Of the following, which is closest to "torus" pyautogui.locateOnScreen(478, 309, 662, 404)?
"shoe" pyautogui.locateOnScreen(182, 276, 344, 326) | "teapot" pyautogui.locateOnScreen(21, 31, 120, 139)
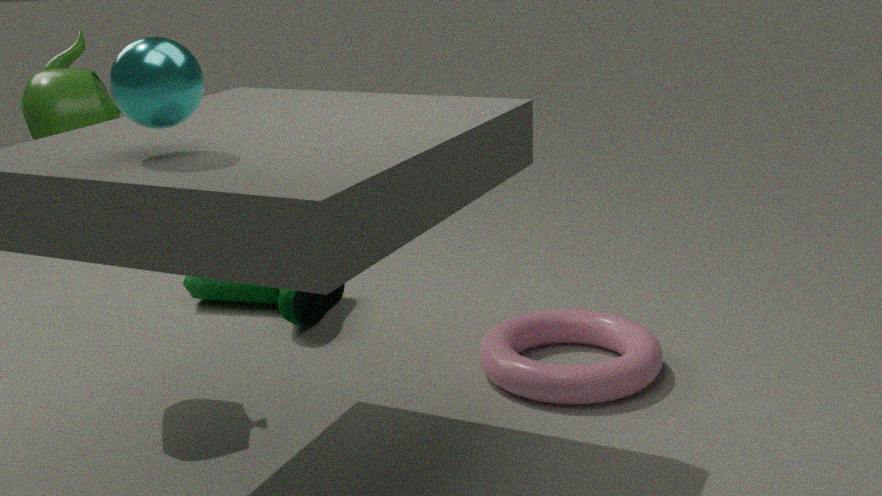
"shoe" pyautogui.locateOnScreen(182, 276, 344, 326)
